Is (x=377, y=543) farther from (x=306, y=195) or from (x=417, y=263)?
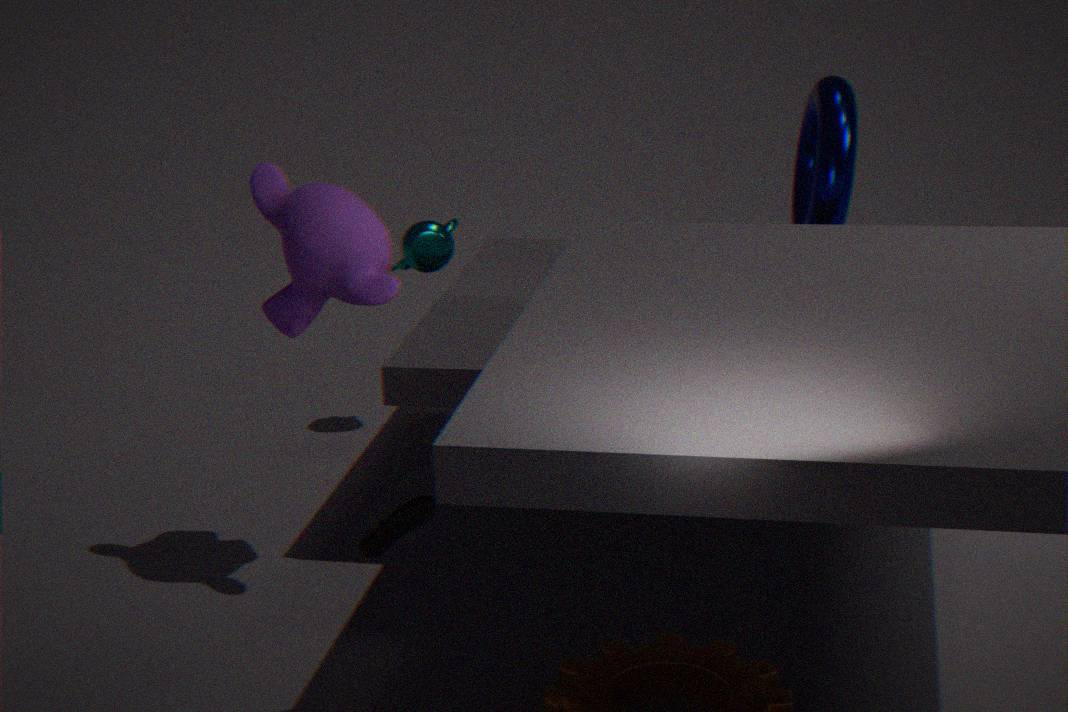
(x=417, y=263)
